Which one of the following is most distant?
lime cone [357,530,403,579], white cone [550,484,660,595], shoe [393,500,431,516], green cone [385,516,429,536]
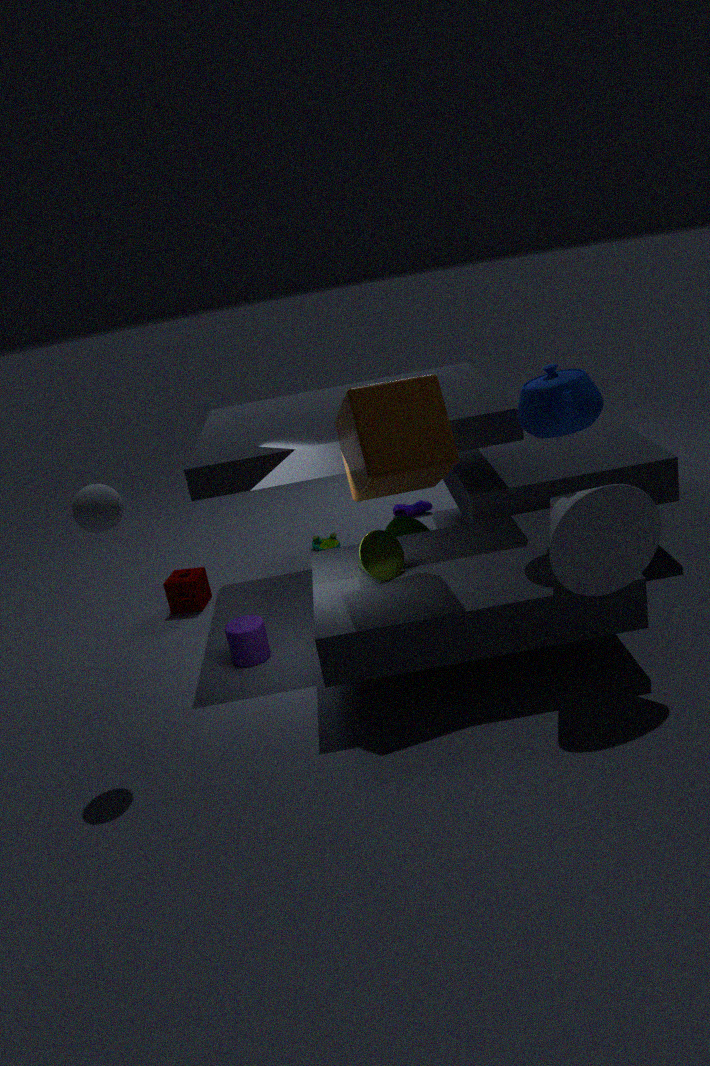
shoe [393,500,431,516]
